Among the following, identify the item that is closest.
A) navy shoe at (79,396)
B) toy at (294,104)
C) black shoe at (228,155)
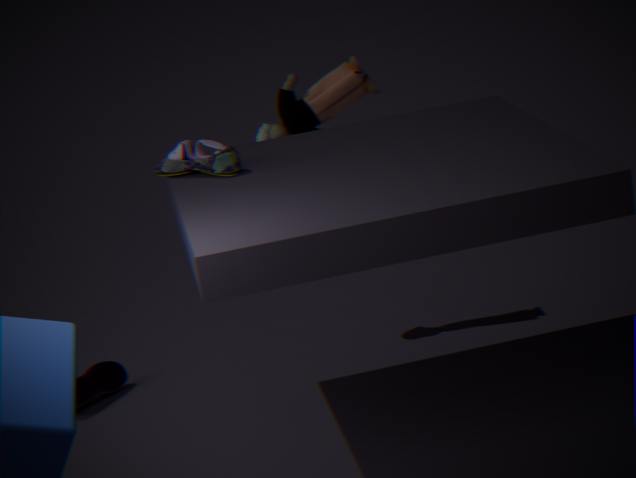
black shoe at (228,155)
